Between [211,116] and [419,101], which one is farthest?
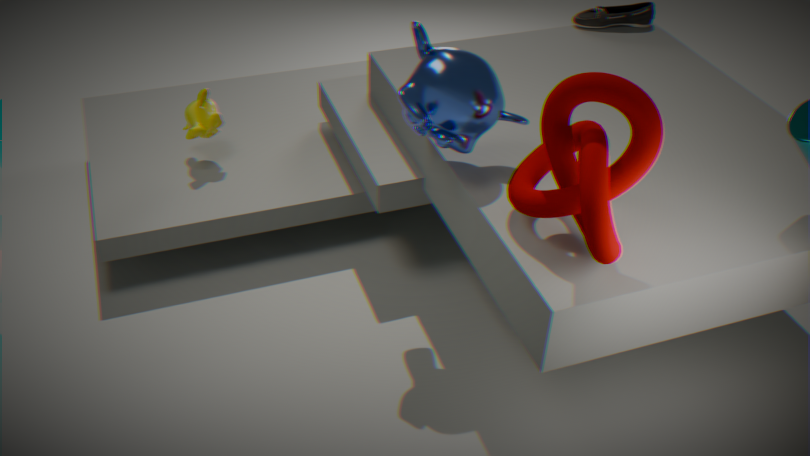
[211,116]
